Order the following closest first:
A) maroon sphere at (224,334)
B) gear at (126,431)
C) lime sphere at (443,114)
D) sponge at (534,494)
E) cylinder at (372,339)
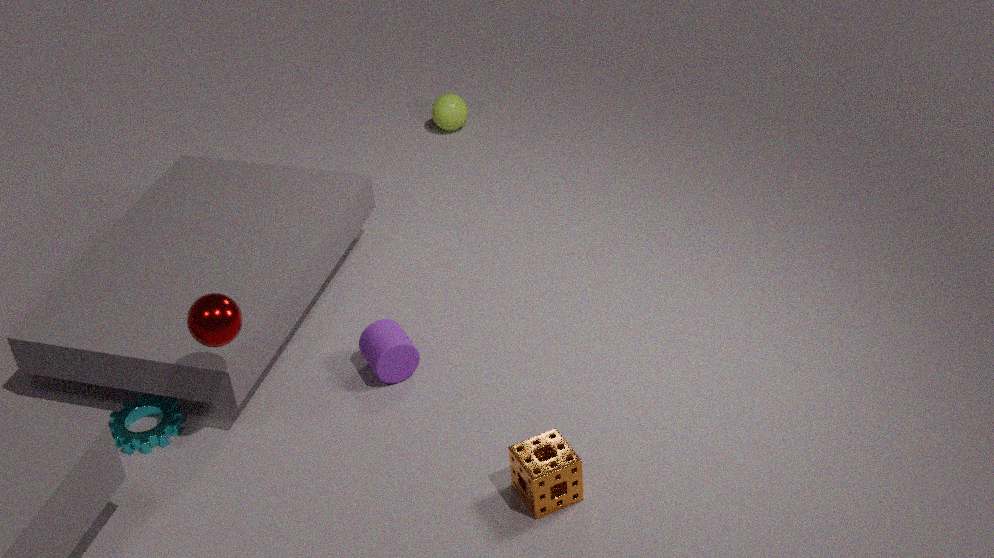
sponge at (534,494) < maroon sphere at (224,334) < gear at (126,431) < cylinder at (372,339) < lime sphere at (443,114)
